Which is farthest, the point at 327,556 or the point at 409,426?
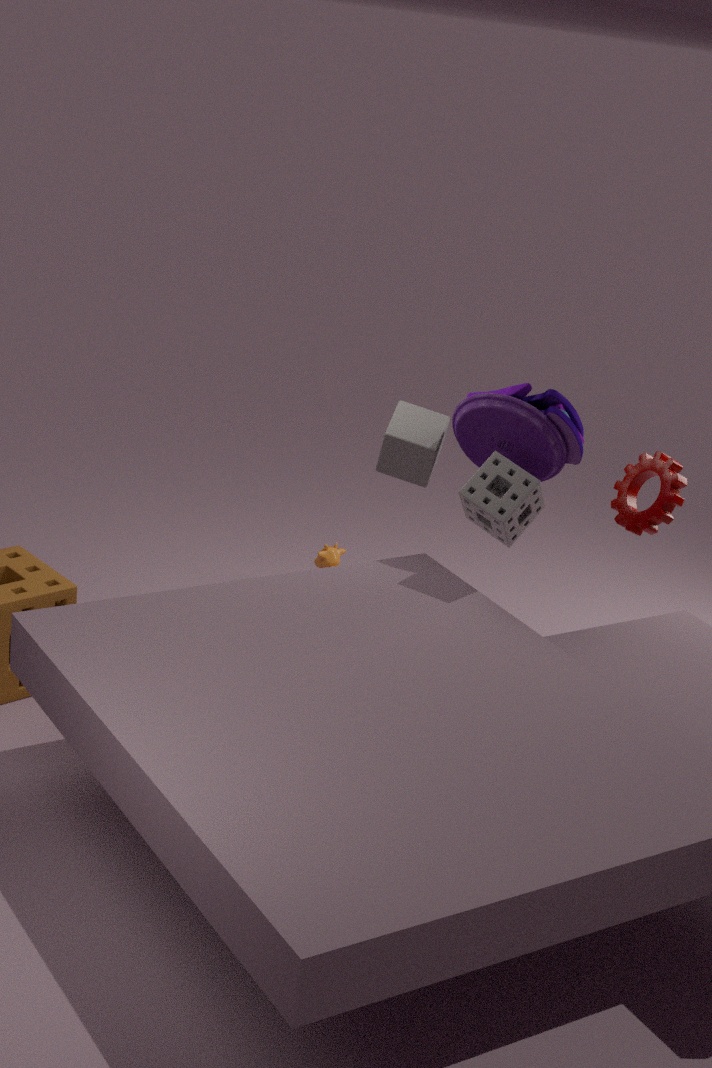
the point at 327,556
